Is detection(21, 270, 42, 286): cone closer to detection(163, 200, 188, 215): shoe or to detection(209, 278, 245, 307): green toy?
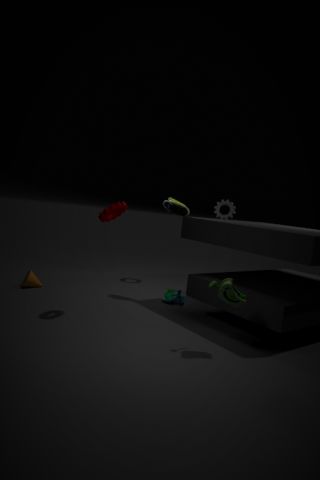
detection(163, 200, 188, 215): shoe
